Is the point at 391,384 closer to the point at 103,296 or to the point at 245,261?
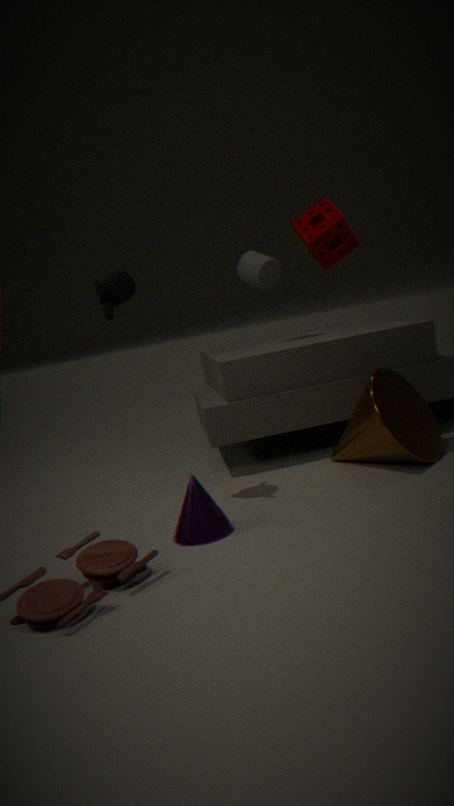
the point at 103,296
